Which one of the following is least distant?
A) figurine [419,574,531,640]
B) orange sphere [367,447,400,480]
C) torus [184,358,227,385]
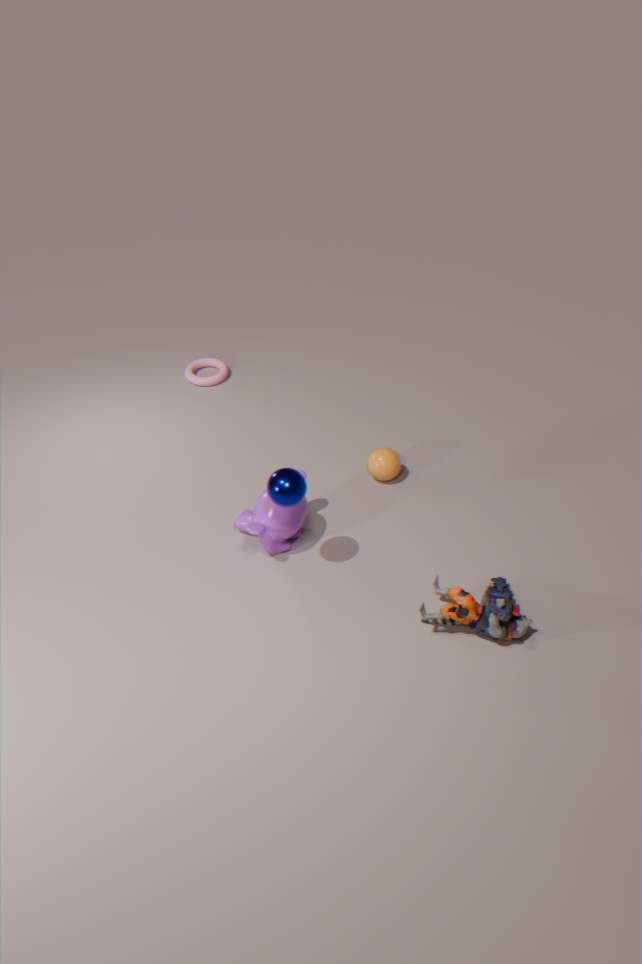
figurine [419,574,531,640]
